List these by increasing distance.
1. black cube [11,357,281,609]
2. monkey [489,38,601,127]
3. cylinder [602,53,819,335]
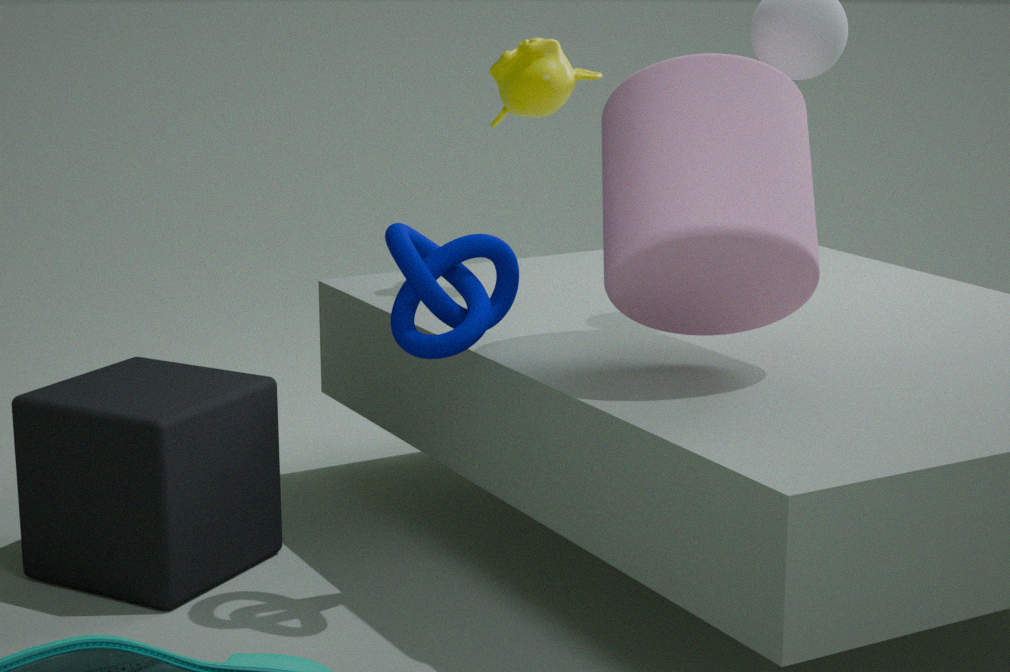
1. cylinder [602,53,819,335]
2. black cube [11,357,281,609]
3. monkey [489,38,601,127]
